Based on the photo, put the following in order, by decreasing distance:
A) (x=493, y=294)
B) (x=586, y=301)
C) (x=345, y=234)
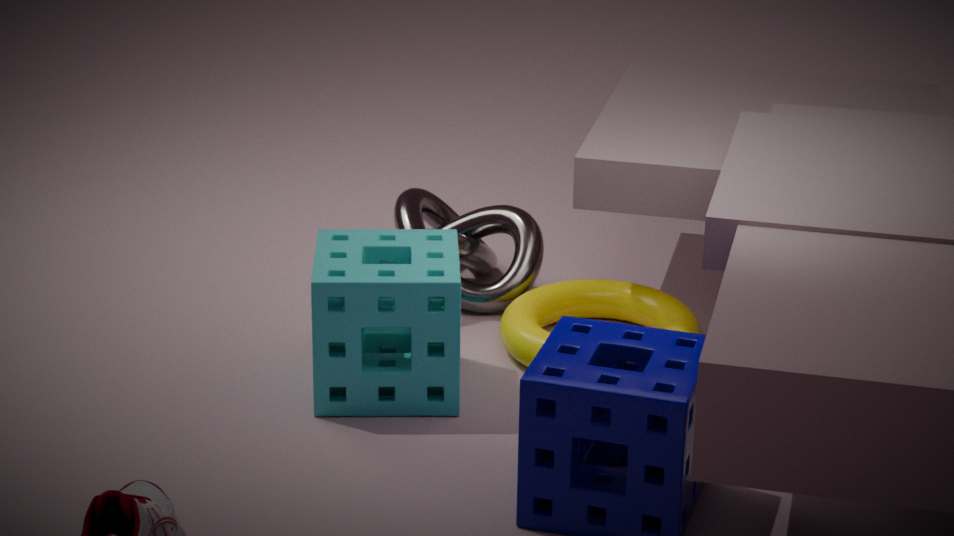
(x=493, y=294) < (x=586, y=301) < (x=345, y=234)
